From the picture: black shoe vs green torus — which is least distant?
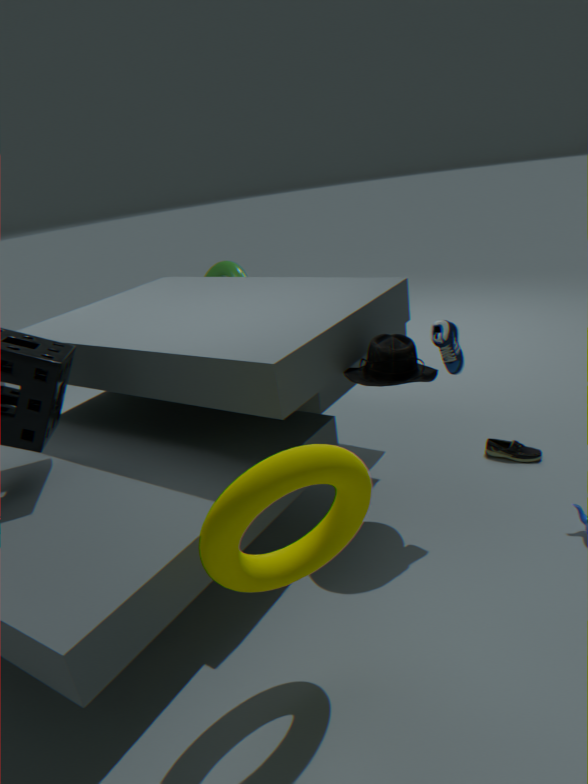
black shoe
